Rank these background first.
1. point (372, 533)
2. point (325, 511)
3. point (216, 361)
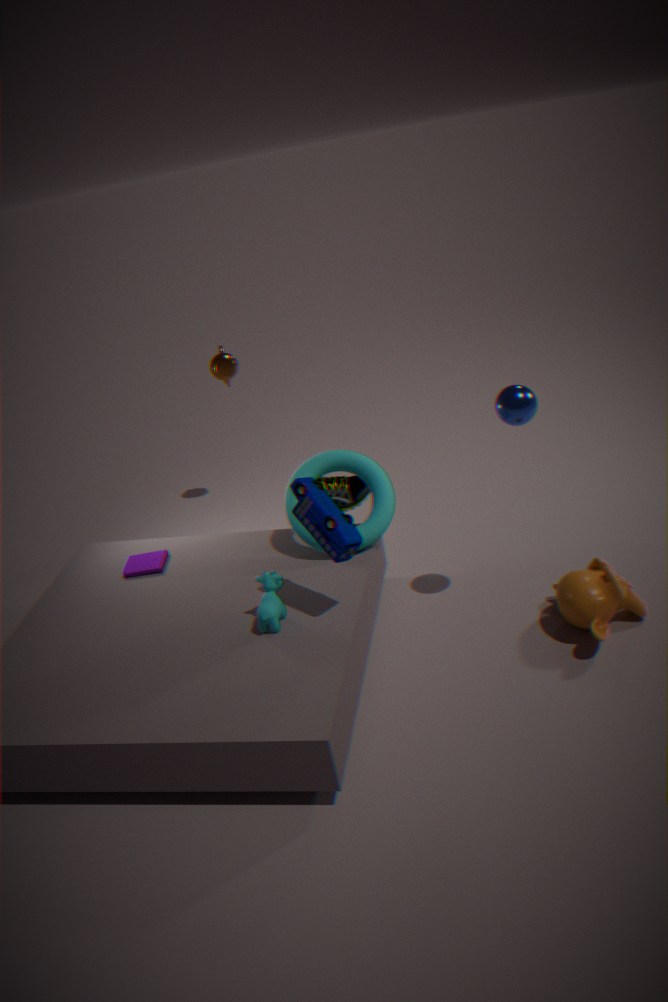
point (216, 361) < point (372, 533) < point (325, 511)
